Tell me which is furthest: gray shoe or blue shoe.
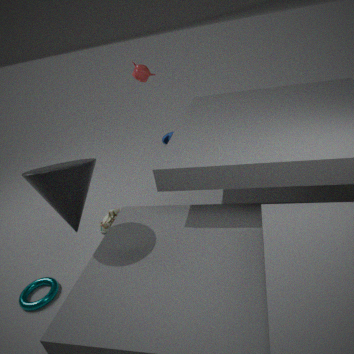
blue shoe
